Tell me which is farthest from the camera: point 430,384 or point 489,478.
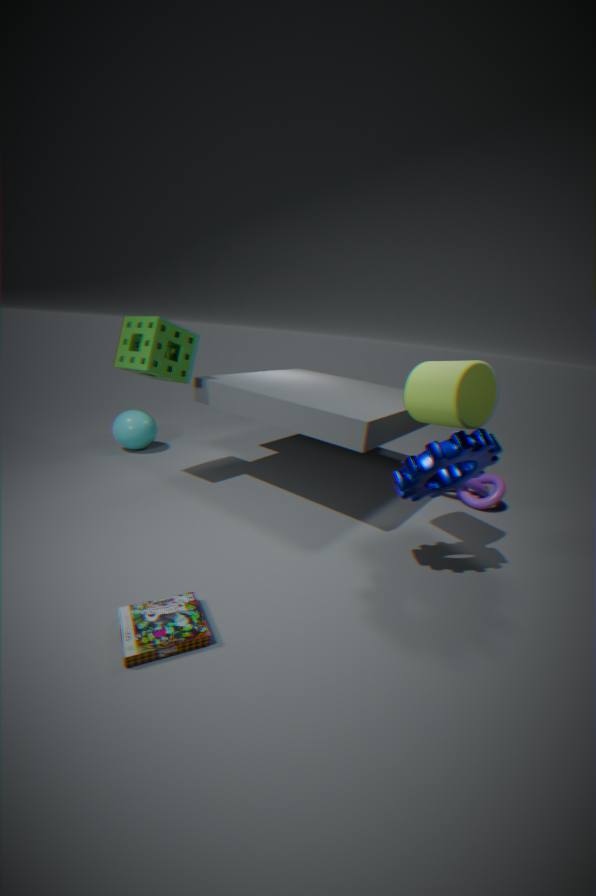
point 489,478
